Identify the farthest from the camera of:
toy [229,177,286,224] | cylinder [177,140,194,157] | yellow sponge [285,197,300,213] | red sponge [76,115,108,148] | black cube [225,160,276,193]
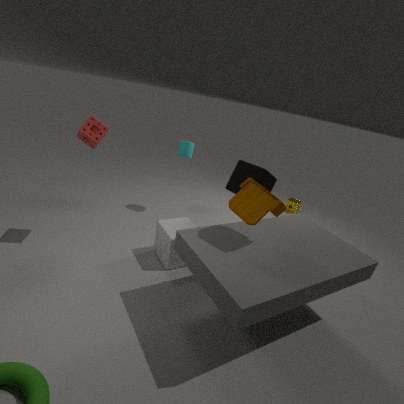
yellow sponge [285,197,300,213]
